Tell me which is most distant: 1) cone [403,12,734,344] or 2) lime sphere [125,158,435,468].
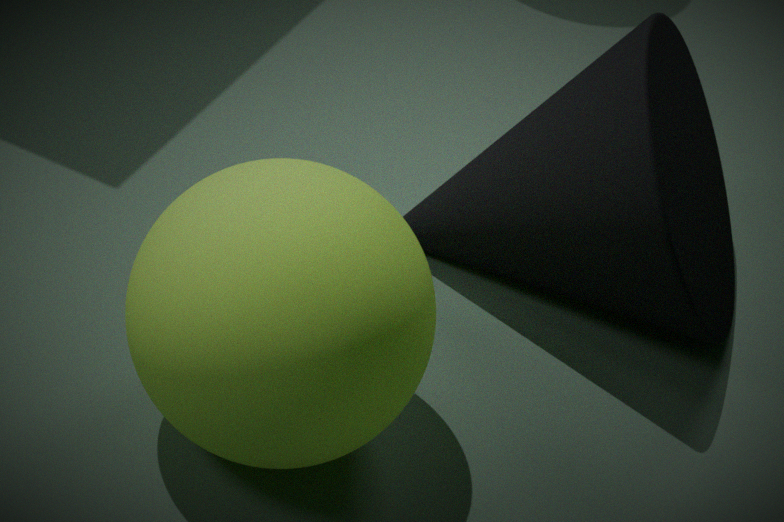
1. cone [403,12,734,344]
